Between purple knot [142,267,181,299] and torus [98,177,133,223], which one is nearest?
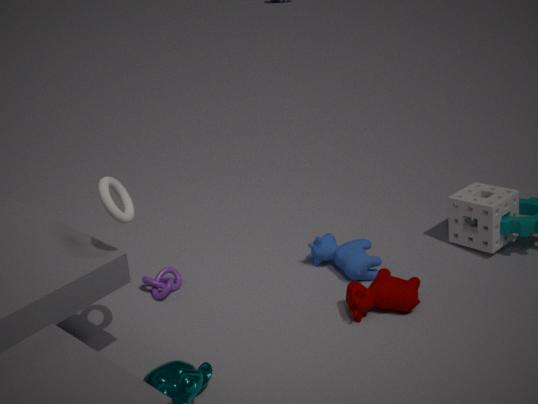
torus [98,177,133,223]
